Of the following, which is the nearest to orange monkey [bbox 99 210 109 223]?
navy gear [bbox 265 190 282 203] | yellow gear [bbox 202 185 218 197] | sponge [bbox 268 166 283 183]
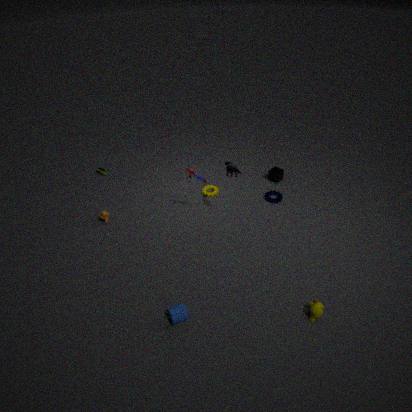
yellow gear [bbox 202 185 218 197]
